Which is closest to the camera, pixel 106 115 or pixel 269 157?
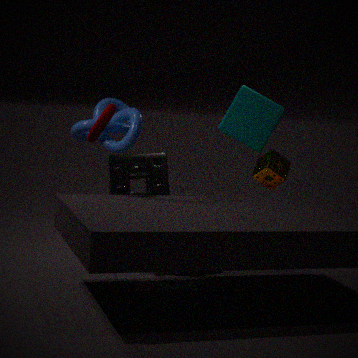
pixel 106 115
